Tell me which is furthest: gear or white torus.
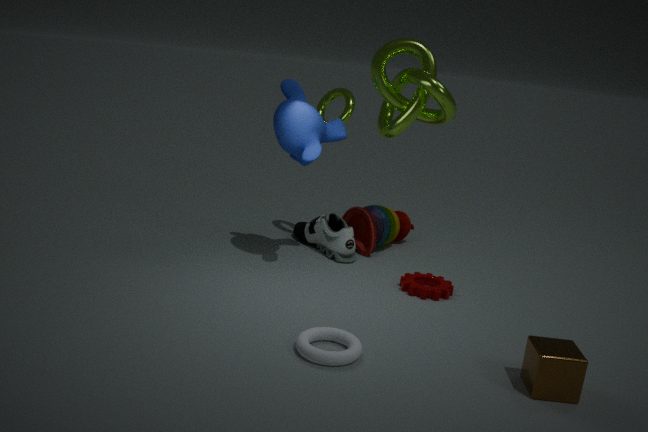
gear
